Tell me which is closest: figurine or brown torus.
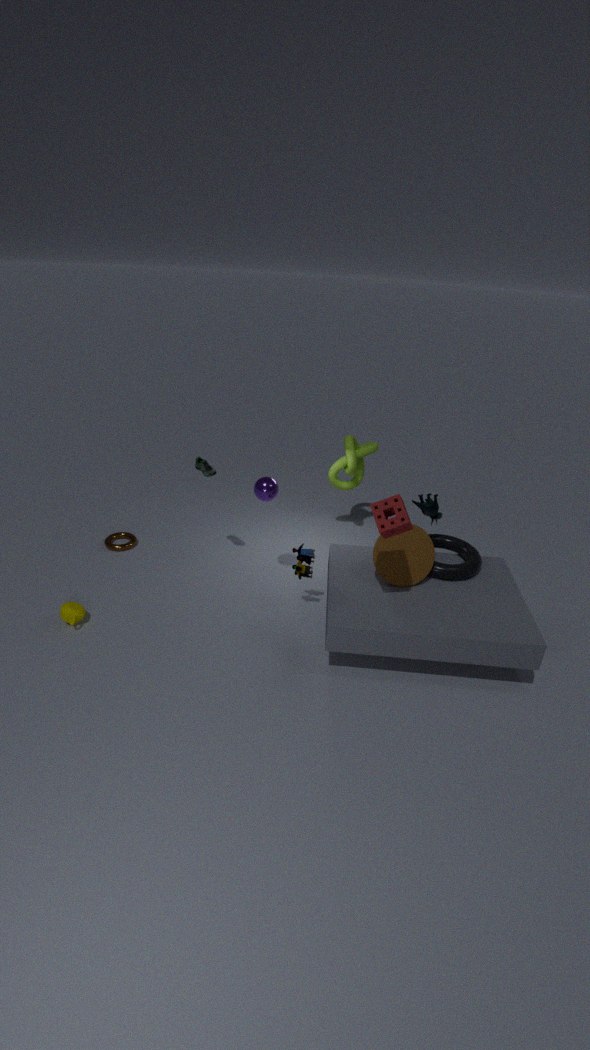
figurine
